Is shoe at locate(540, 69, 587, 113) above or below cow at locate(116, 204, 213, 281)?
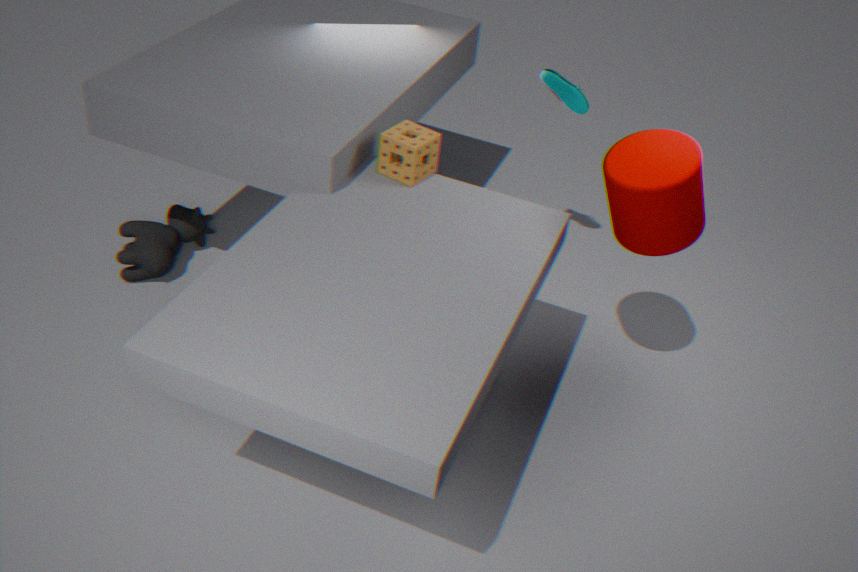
above
